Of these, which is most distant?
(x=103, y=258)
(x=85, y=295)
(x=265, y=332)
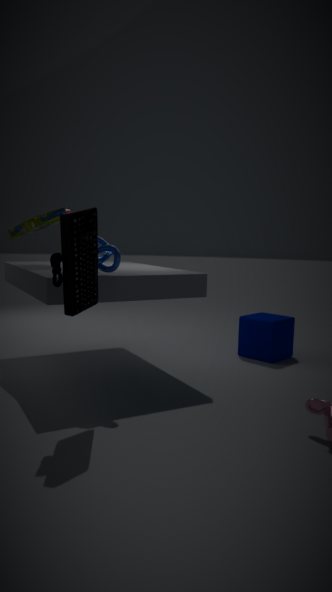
(x=265, y=332)
